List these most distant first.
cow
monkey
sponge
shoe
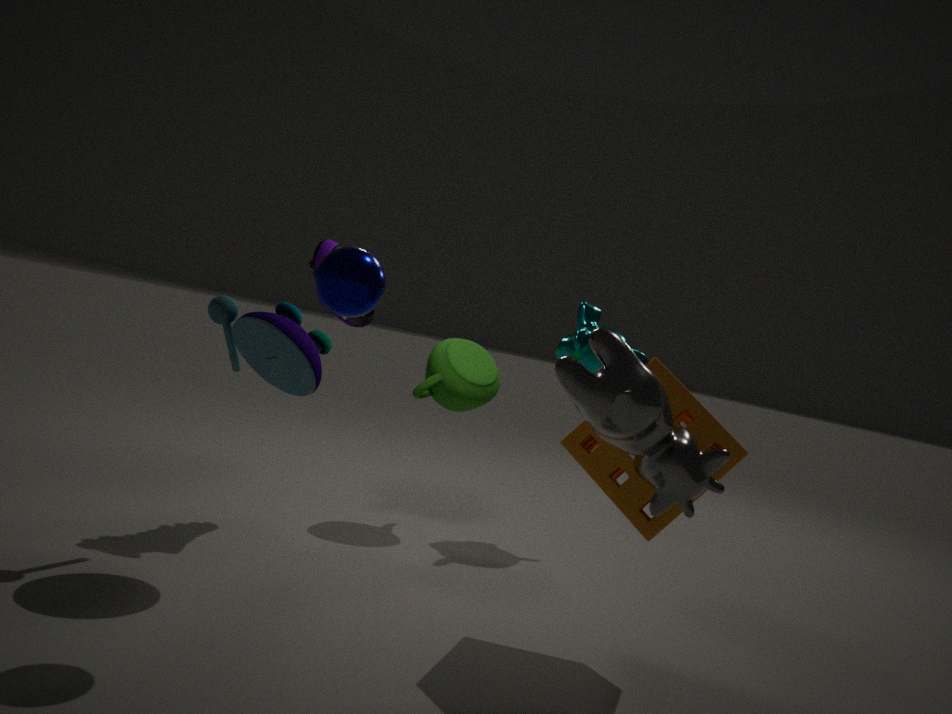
1. monkey
2. shoe
3. sponge
4. cow
